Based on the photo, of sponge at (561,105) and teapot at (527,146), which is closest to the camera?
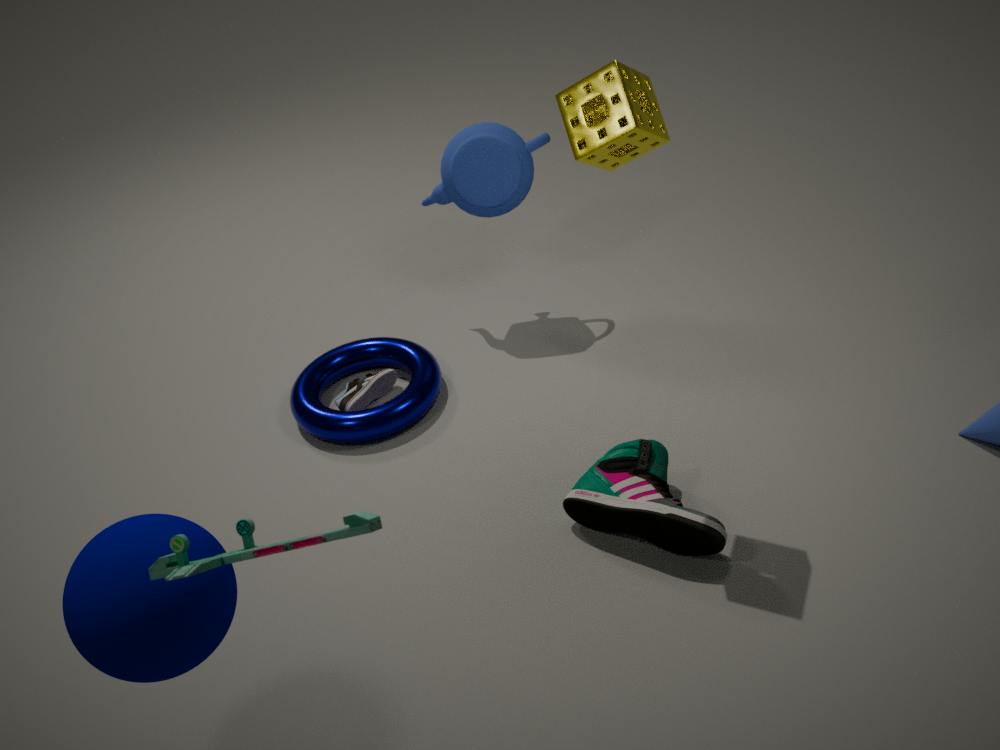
sponge at (561,105)
